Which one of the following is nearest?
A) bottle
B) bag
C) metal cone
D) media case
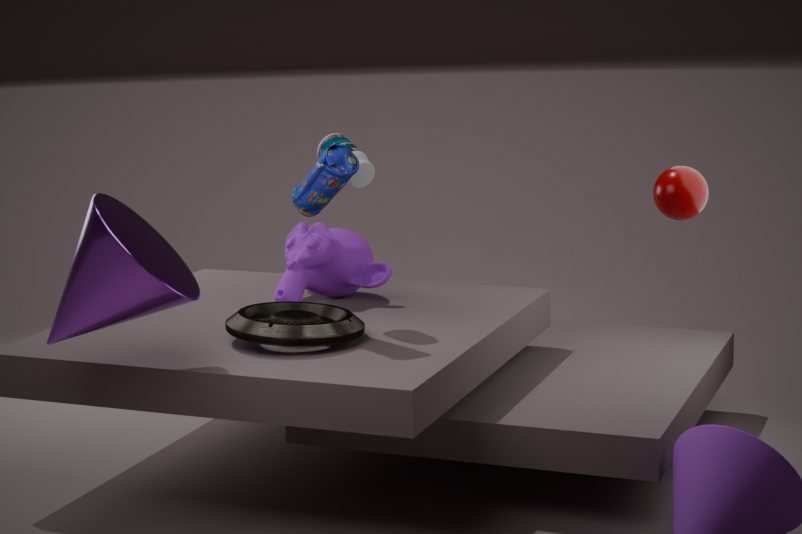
metal cone
